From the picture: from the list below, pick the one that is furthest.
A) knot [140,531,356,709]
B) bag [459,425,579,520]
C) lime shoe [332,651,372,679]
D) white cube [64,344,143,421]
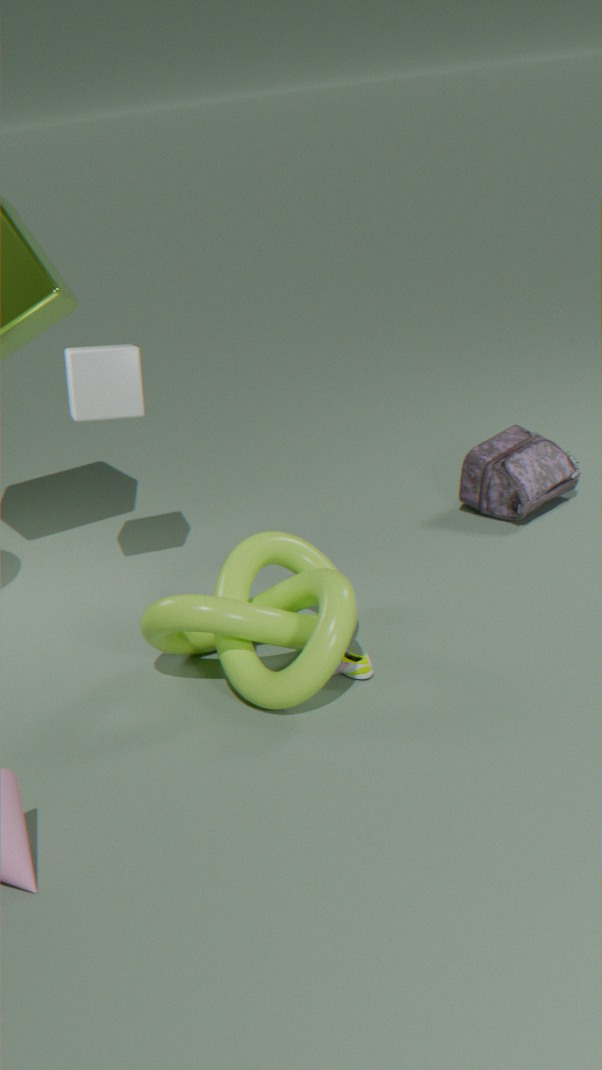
bag [459,425,579,520]
